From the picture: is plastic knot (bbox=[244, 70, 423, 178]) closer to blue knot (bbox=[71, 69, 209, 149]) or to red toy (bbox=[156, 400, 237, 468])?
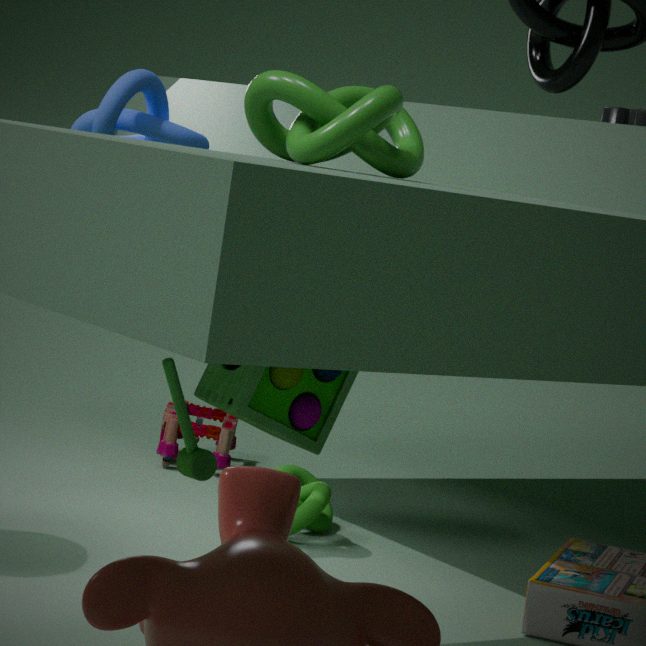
blue knot (bbox=[71, 69, 209, 149])
